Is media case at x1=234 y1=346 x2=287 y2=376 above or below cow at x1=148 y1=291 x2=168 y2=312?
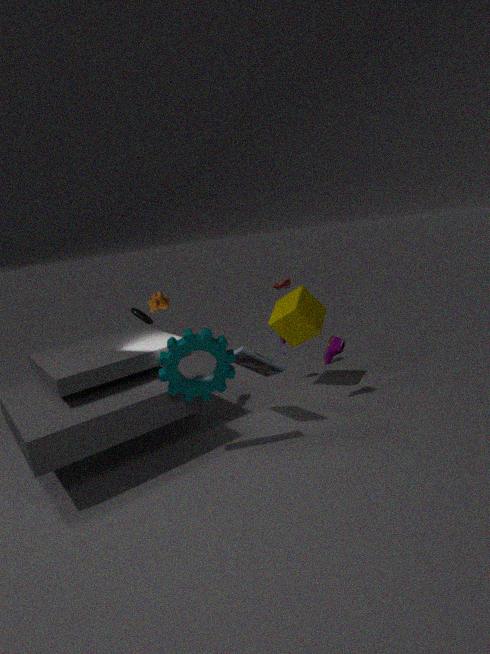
below
